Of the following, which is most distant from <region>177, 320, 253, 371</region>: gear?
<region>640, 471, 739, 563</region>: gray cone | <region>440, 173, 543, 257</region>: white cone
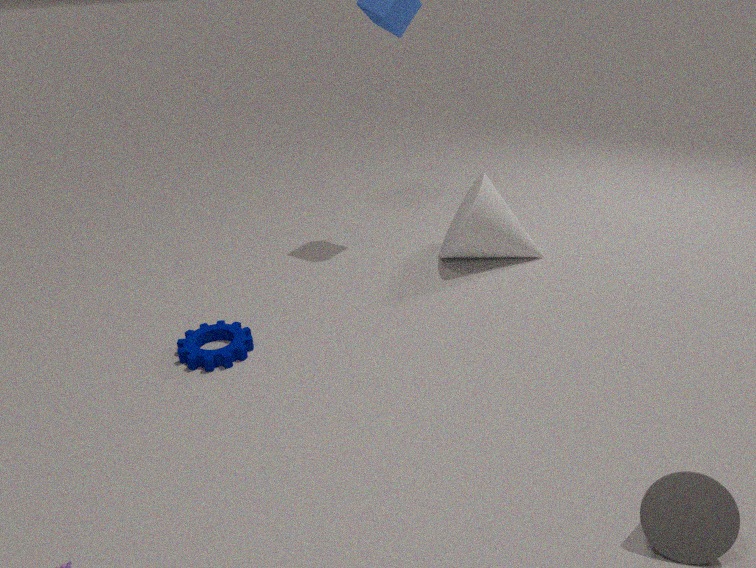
<region>640, 471, 739, 563</region>: gray cone
